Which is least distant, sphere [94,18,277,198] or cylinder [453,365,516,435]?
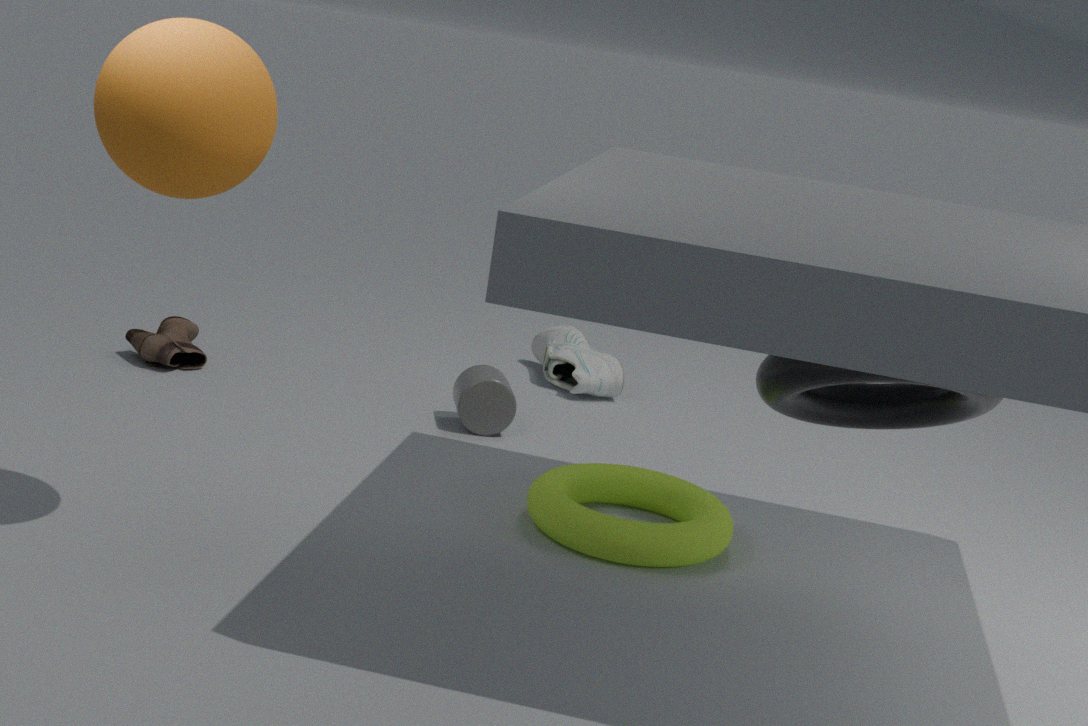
sphere [94,18,277,198]
